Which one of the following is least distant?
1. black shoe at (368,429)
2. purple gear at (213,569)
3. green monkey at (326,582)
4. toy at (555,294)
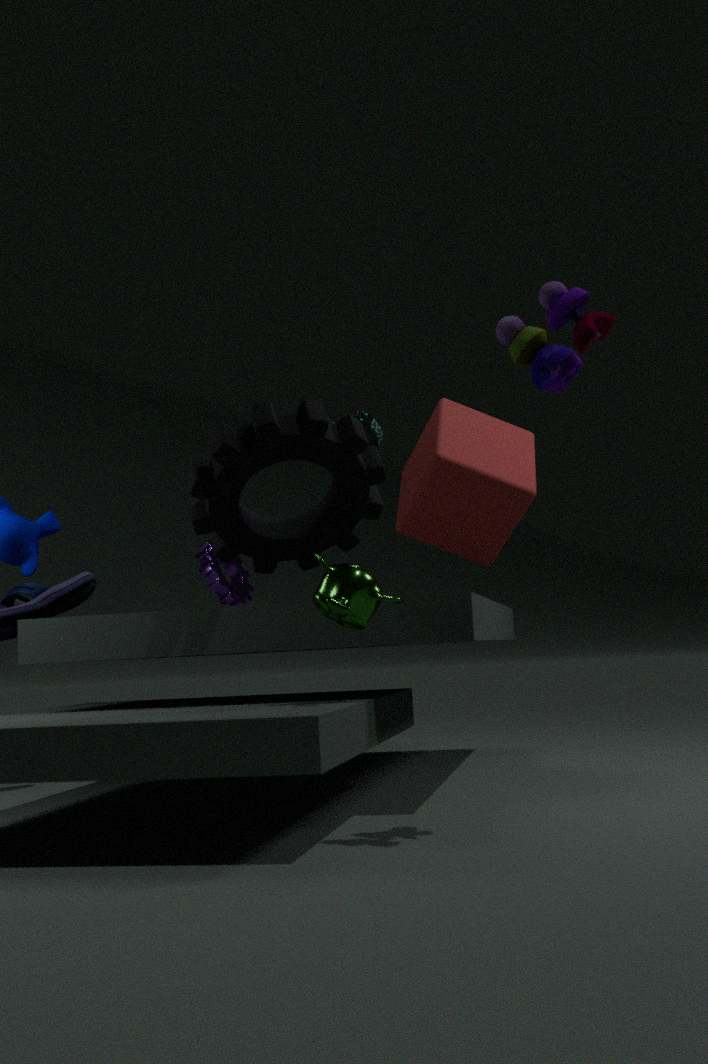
toy at (555,294)
